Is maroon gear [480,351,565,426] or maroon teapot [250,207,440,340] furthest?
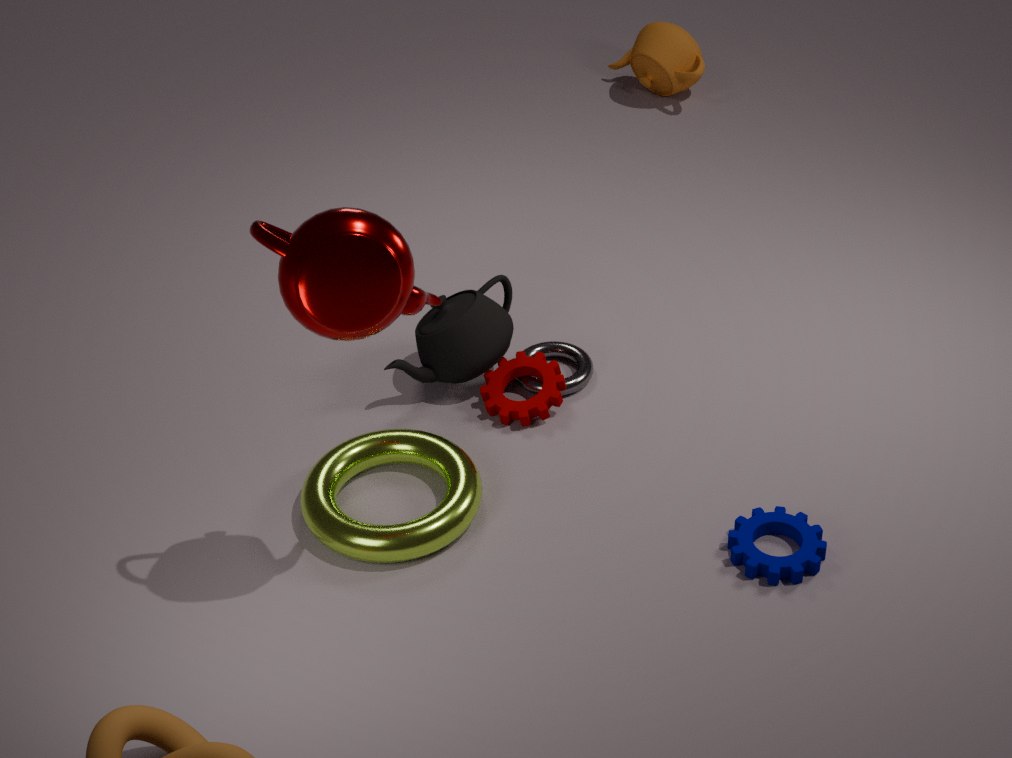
maroon gear [480,351,565,426]
